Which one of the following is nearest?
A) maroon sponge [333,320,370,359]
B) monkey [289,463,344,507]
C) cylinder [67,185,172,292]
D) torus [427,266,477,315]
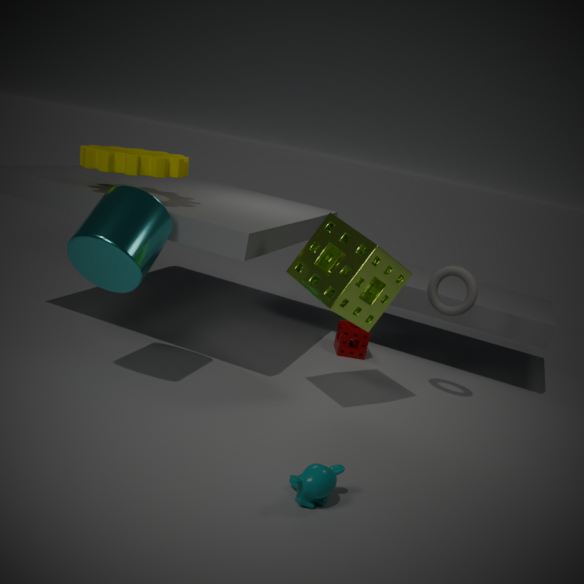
monkey [289,463,344,507]
